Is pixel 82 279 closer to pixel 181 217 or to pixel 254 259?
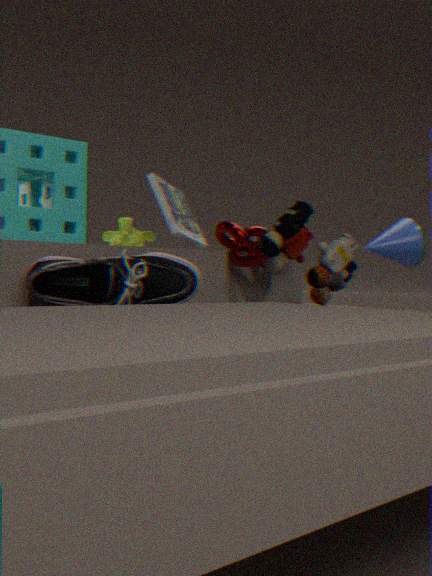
pixel 254 259
